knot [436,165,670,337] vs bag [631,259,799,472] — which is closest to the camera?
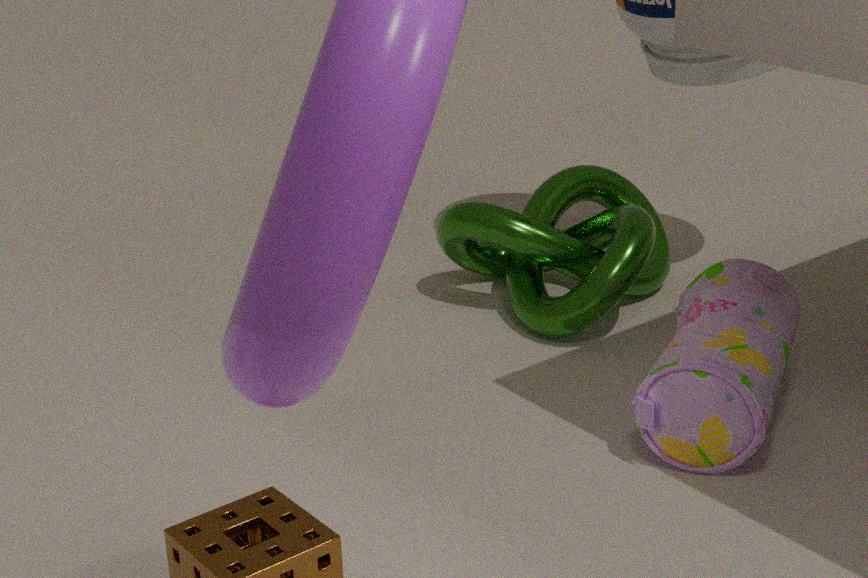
bag [631,259,799,472]
